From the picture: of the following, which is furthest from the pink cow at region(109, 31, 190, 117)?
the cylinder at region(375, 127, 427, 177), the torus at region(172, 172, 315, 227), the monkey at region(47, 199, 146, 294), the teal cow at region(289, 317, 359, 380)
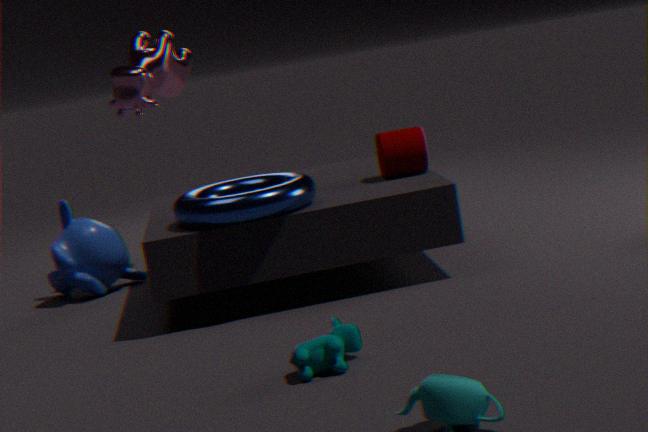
the teal cow at region(289, 317, 359, 380)
